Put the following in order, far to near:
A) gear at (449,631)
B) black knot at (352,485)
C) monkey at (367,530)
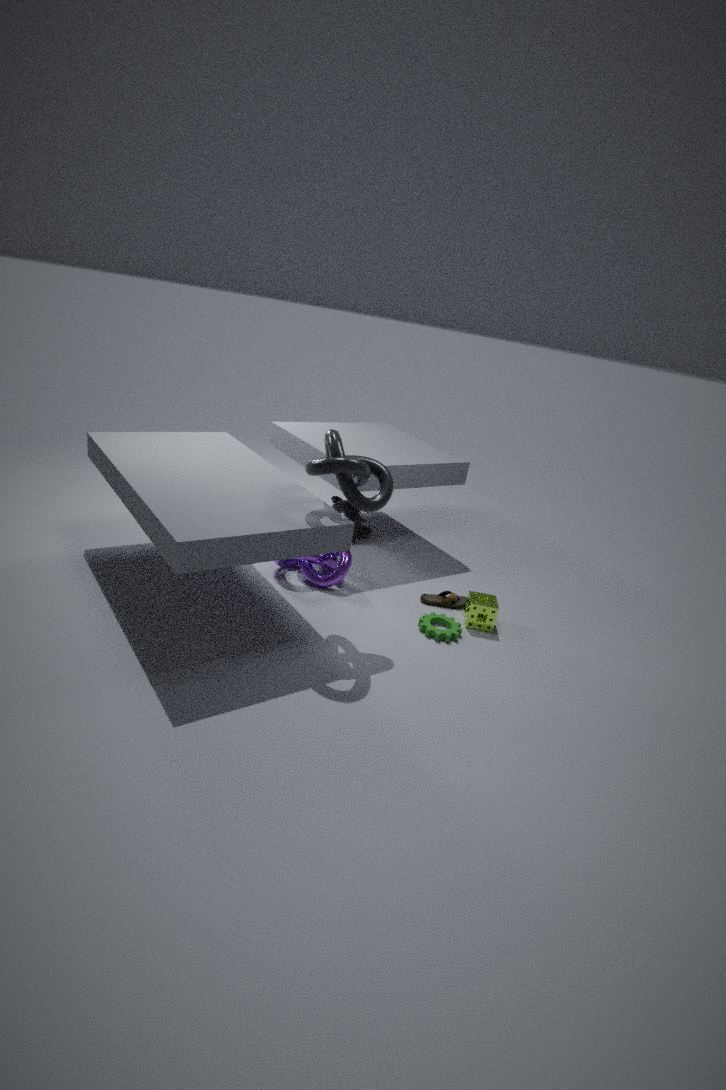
monkey at (367,530) < gear at (449,631) < black knot at (352,485)
